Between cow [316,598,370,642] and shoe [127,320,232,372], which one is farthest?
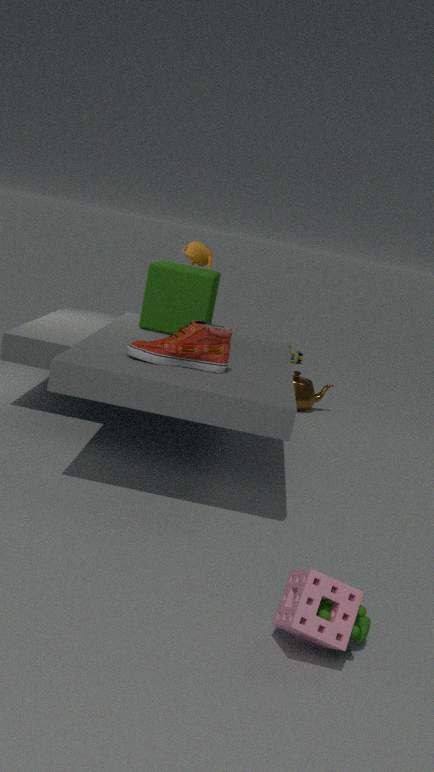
shoe [127,320,232,372]
